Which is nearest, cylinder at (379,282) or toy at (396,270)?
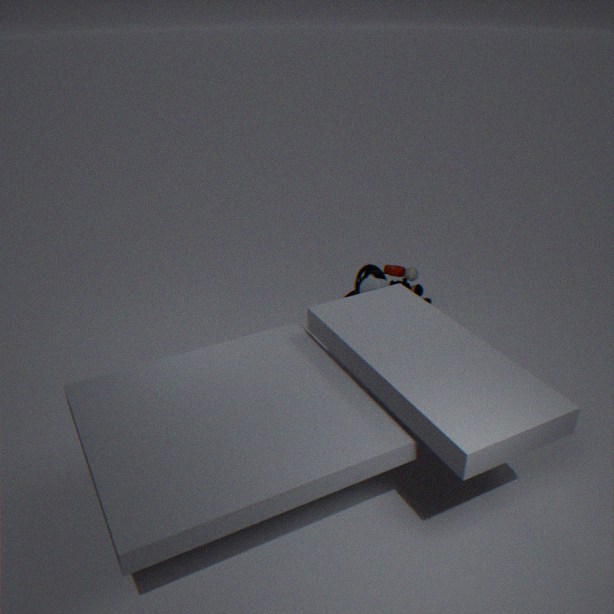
cylinder at (379,282)
